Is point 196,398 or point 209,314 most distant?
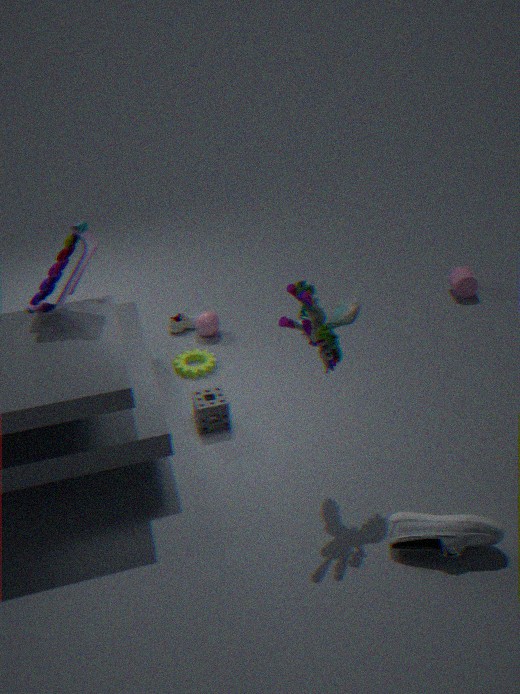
point 209,314
